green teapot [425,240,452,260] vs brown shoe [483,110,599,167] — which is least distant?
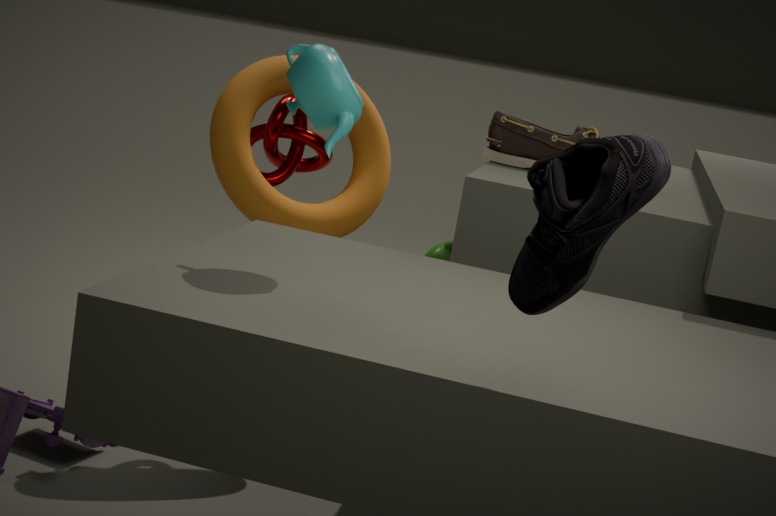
brown shoe [483,110,599,167]
